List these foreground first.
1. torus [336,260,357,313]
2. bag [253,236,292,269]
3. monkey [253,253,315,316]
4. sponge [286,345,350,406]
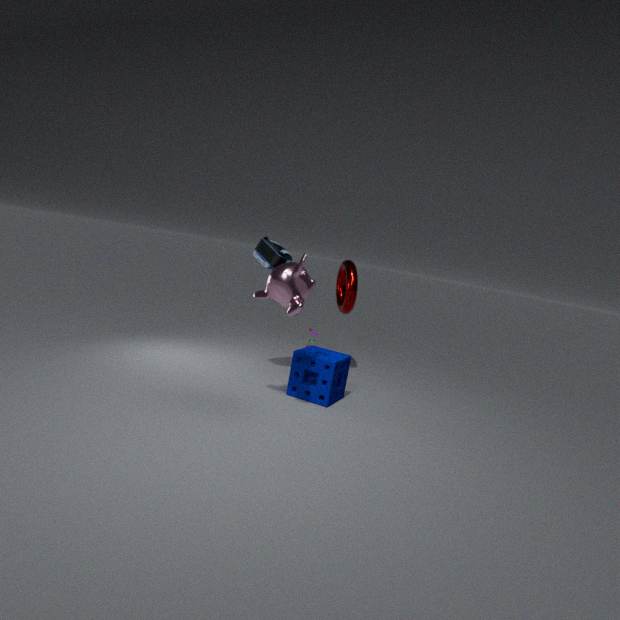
monkey [253,253,315,316]
sponge [286,345,350,406]
bag [253,236,292,269]
torus [336,260,357,313]
